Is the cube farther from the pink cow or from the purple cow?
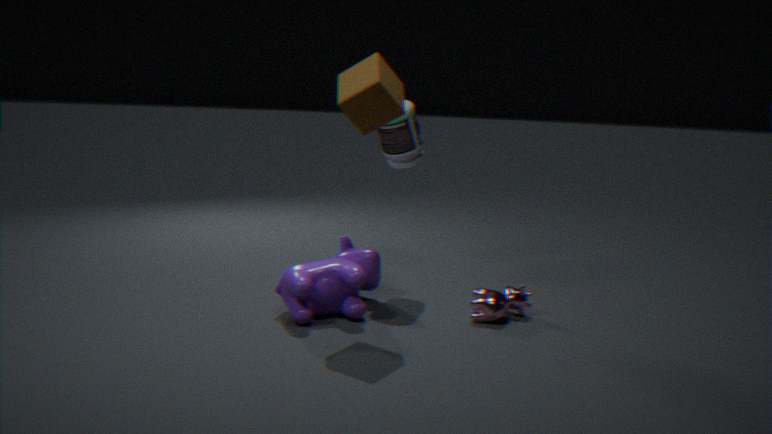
the pink cow
